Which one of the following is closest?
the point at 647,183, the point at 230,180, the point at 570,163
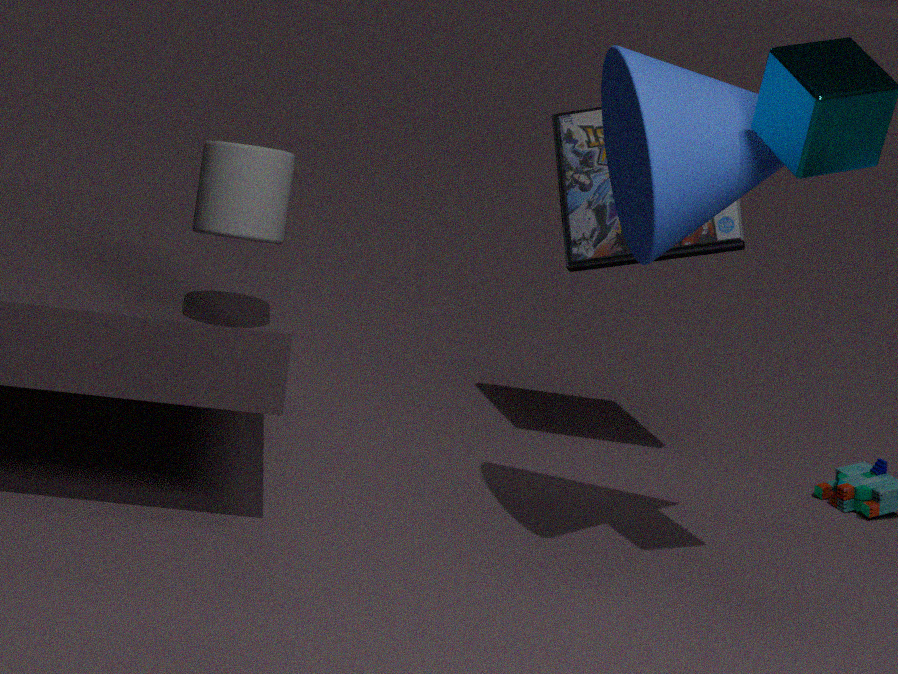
the point at 647,183
